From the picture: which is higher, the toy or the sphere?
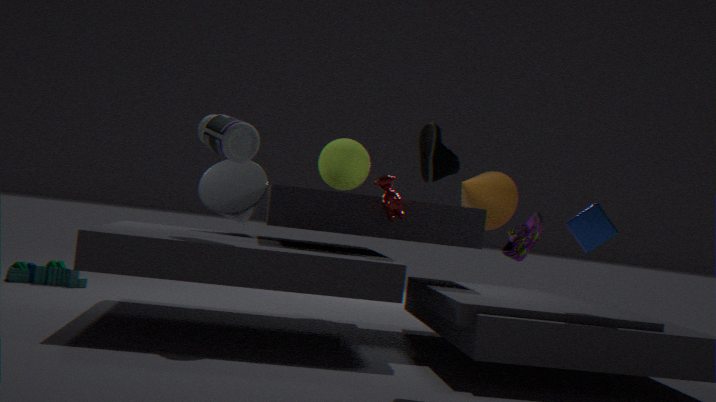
the sphere
